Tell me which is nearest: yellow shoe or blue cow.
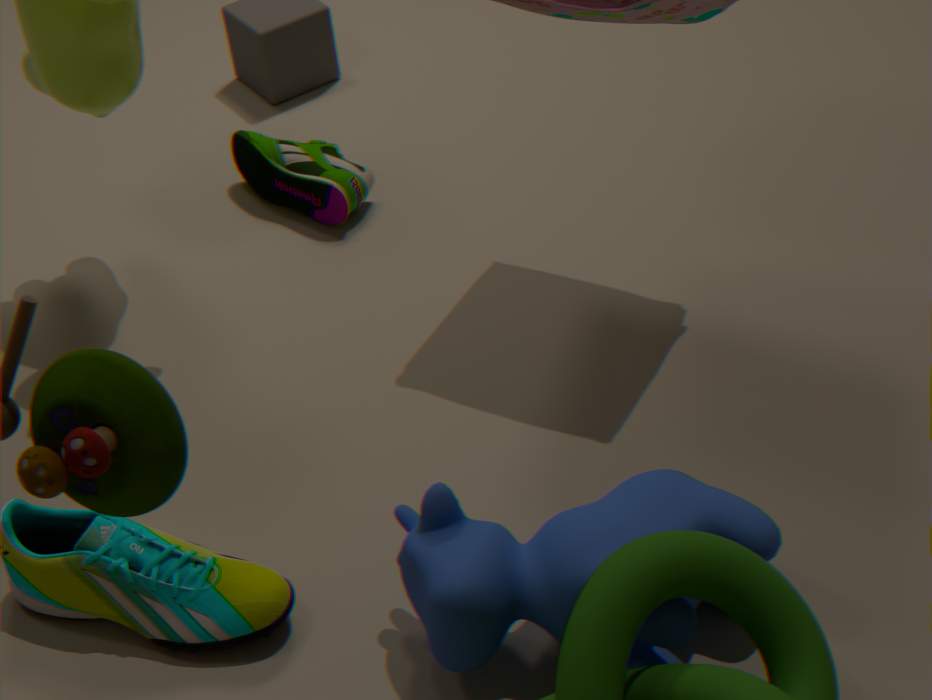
blue cow
